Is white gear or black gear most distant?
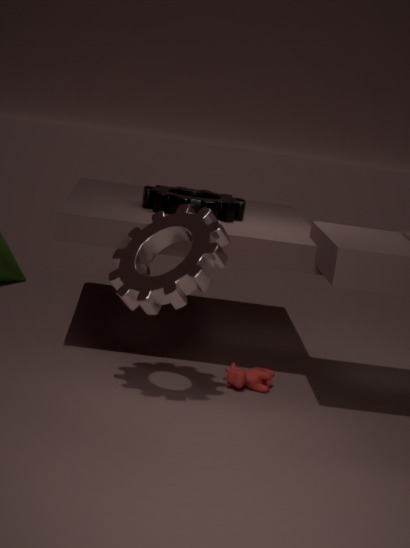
black gear
